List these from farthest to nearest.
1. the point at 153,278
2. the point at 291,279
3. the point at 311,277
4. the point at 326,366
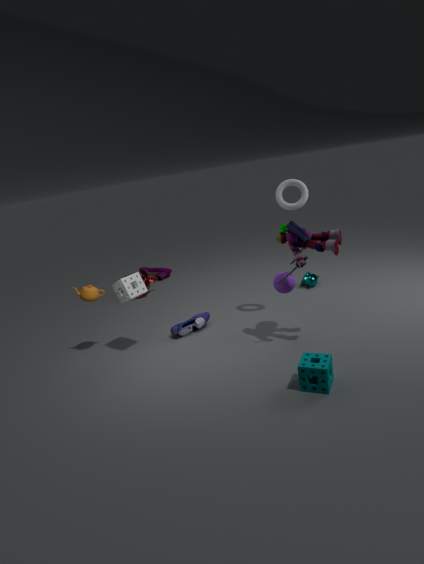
the point at 153,278
the point at 311,277
the point at 291,279
the point at 326,366
